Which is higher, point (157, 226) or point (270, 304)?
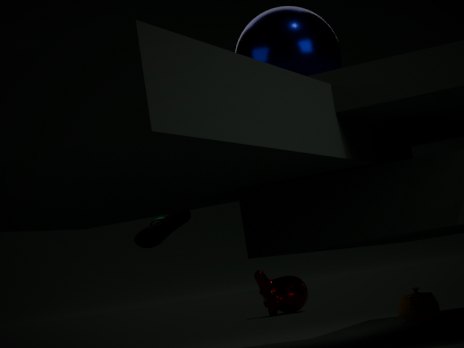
point (157, 226)
